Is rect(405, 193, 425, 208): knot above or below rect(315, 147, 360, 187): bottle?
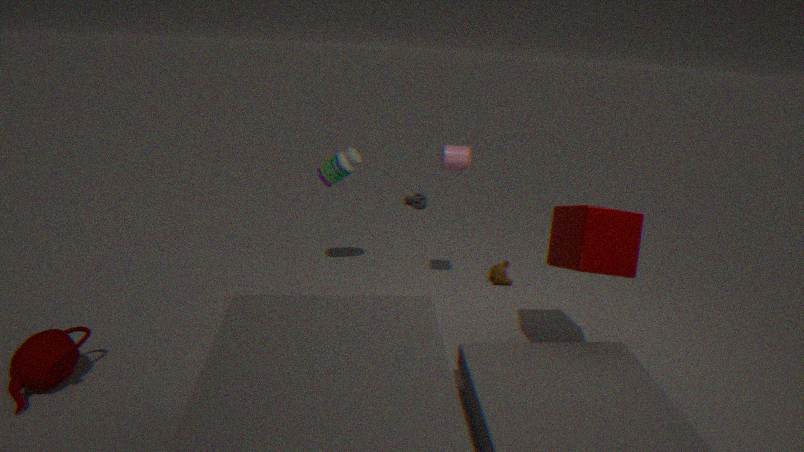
below
